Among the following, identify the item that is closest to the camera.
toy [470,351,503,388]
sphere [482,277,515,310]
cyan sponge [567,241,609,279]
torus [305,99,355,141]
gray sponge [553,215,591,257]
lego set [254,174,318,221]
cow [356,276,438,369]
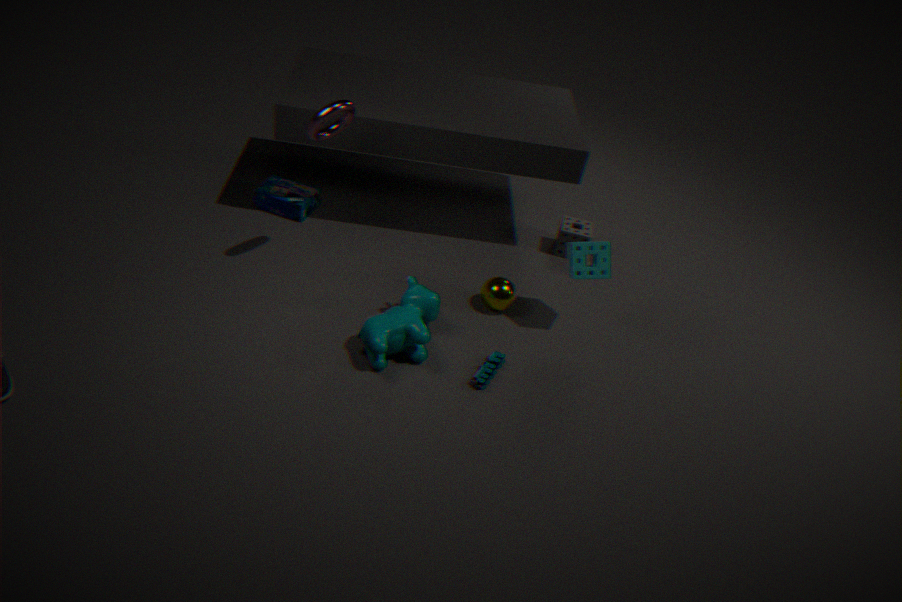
torus [305,99,355,141]
